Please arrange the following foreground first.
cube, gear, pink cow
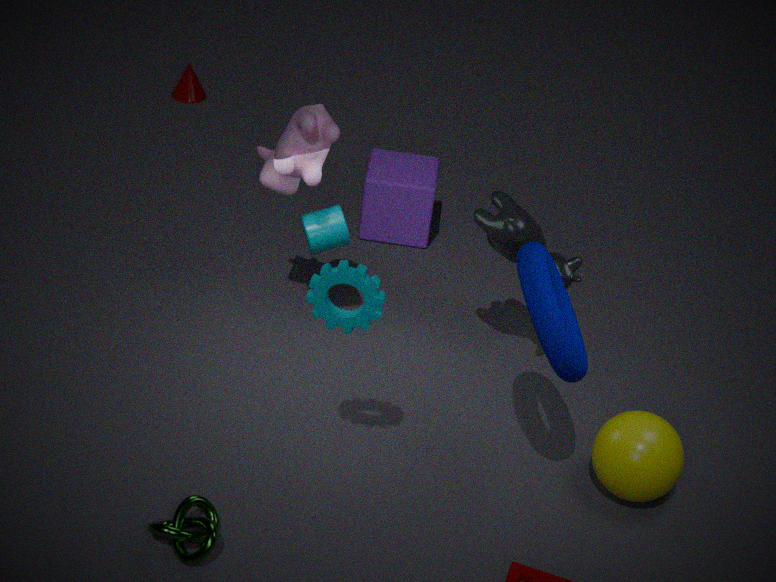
gear → pink cow → cube
